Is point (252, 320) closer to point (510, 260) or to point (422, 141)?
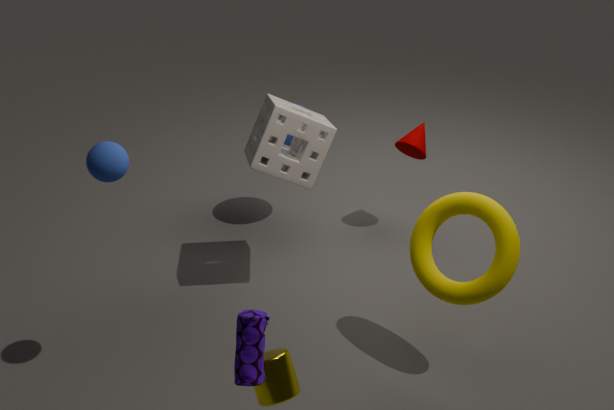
point (510, 260)
